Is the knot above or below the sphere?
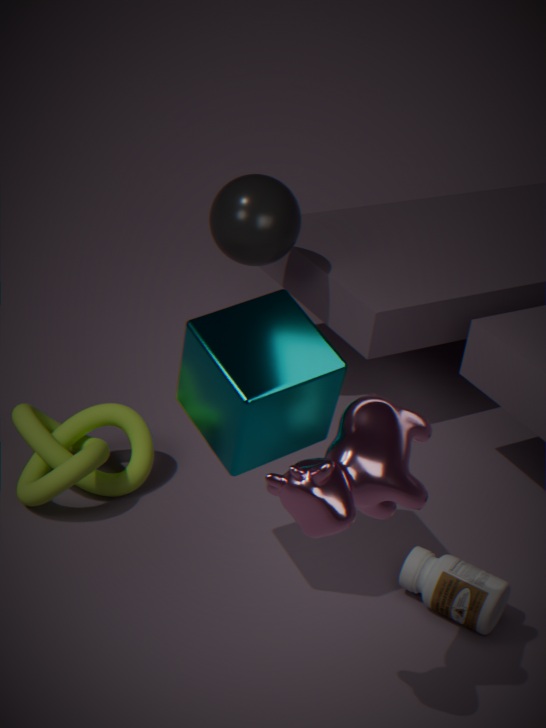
below
